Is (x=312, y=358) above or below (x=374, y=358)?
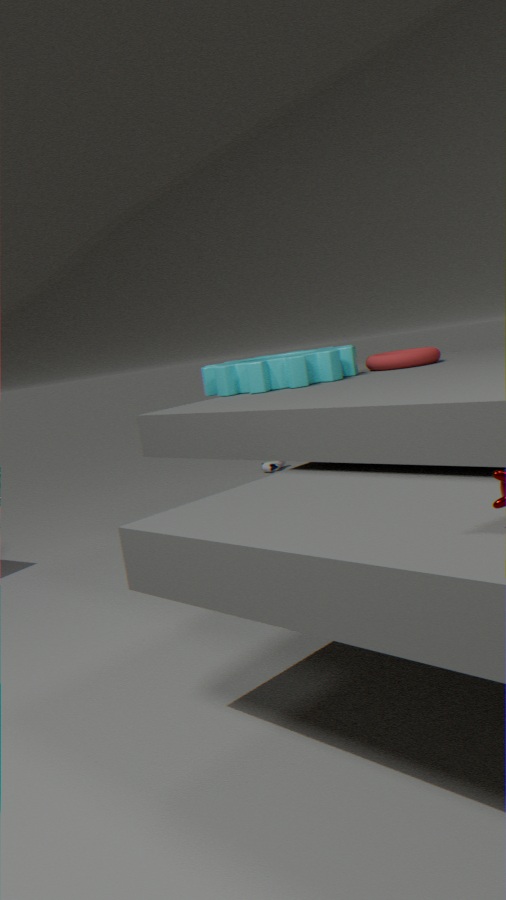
above
